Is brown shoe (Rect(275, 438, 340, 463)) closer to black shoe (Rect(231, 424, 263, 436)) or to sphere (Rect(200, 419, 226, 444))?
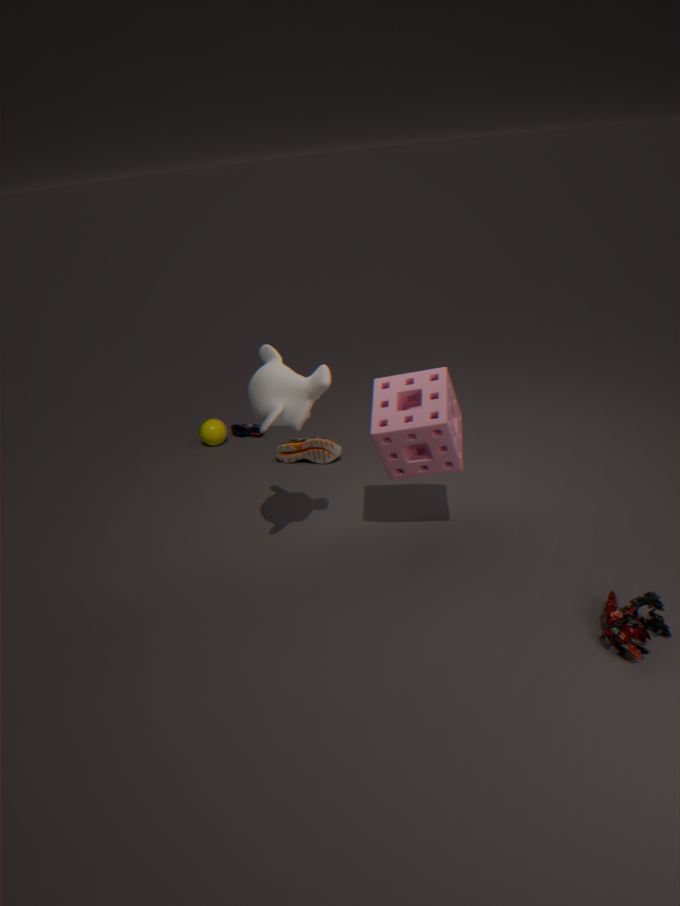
black shoe (Rect(231, 424, 263, 436))
